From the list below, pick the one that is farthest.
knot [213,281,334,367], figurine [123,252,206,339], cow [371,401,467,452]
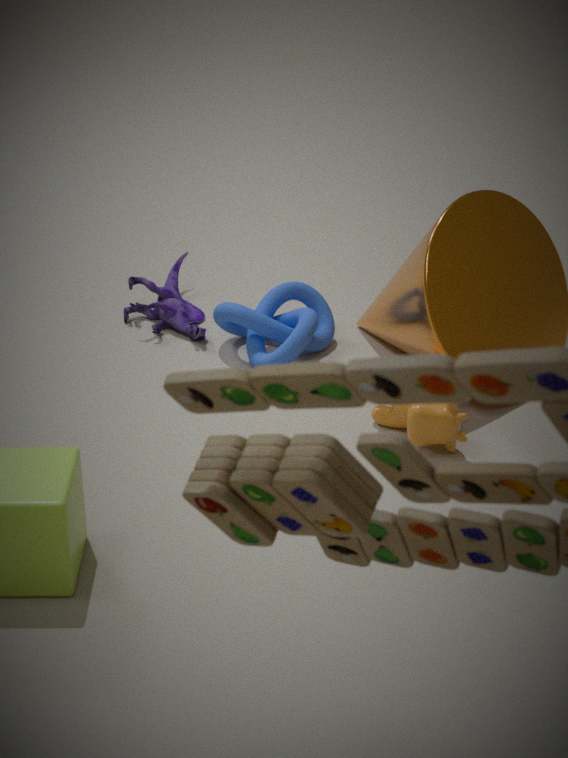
figurine [123,252,206,339]
